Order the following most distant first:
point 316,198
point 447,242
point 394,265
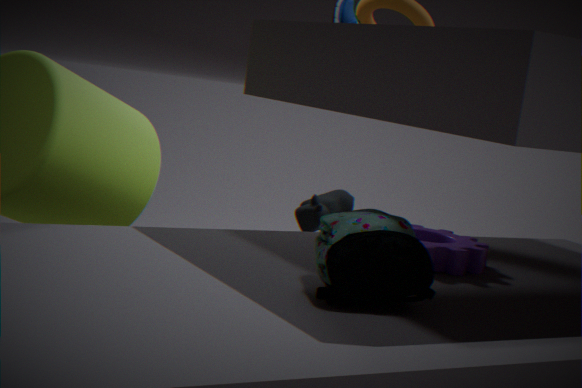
point 316,198 < point 447,242 < point 394,265
